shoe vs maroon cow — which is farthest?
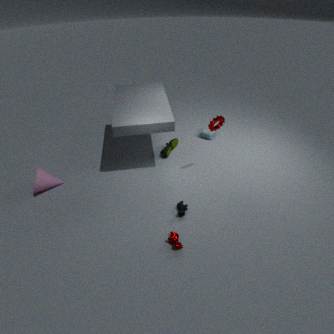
shoe
